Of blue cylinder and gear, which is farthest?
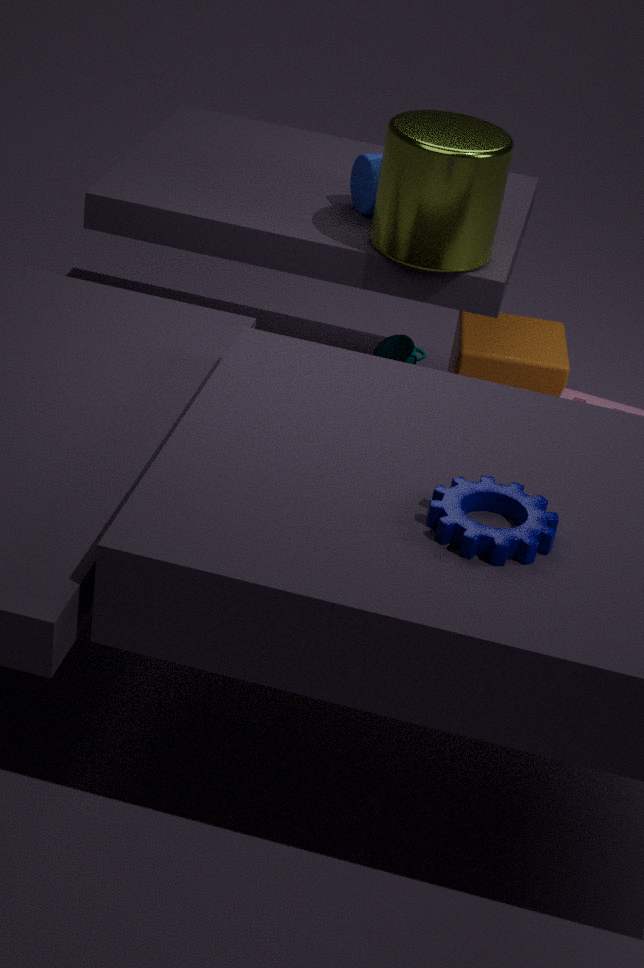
blue cylinder
